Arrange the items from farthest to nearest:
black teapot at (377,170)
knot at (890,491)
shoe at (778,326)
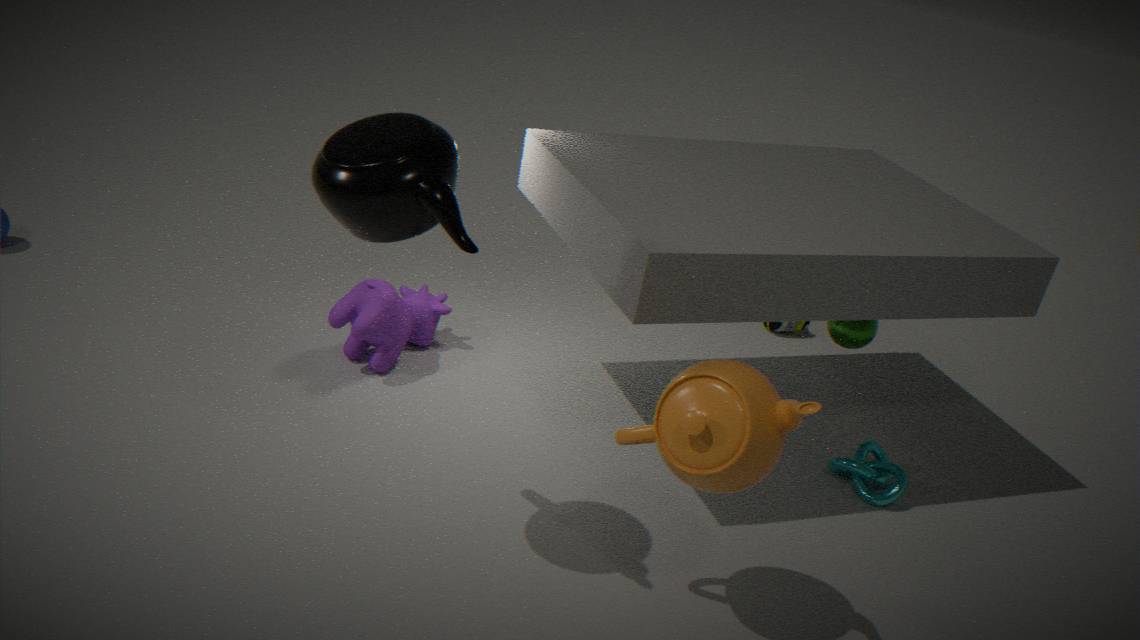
shoe at (778,326) < knot at (890,491) < black teapot at (377,170)
